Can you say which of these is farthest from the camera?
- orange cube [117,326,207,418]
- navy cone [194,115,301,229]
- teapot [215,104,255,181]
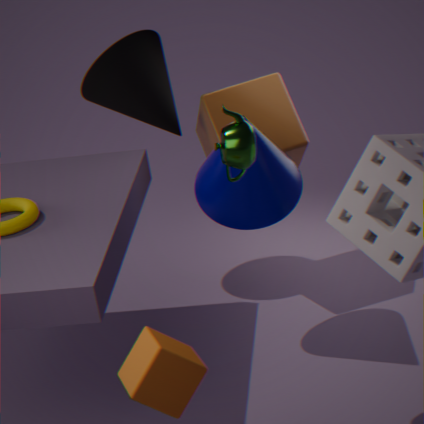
navy cone [194,115,301,229]
